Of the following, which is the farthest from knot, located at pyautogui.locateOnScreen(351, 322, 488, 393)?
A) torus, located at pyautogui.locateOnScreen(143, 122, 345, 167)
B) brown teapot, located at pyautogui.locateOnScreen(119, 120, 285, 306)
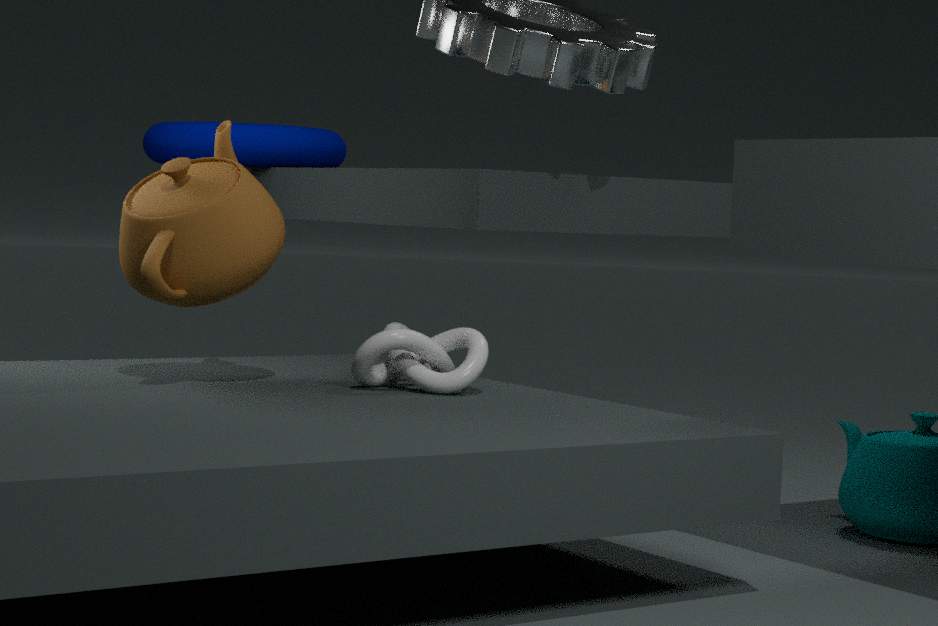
torus, located at pyautogui.locateOnScreen(143, 122, 345, 167)
